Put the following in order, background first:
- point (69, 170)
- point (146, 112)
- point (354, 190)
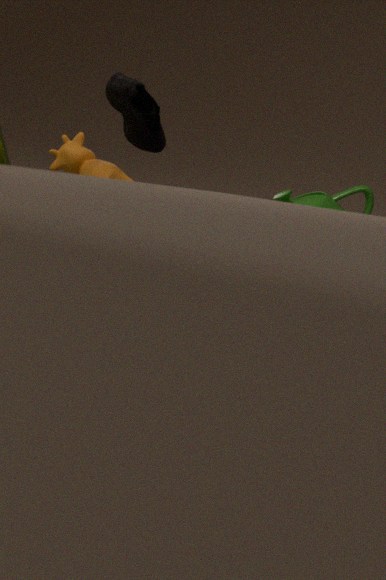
point (354, 190) < point (69, 170) < point (146, 112)
